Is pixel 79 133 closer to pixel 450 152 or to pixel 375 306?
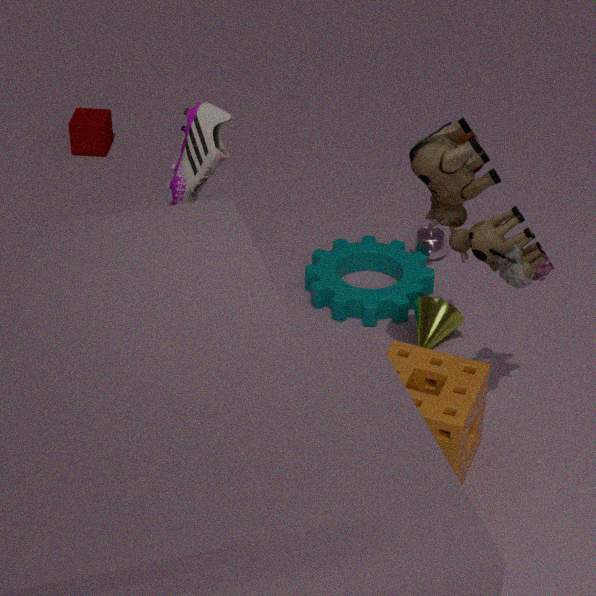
pixel 375 306
